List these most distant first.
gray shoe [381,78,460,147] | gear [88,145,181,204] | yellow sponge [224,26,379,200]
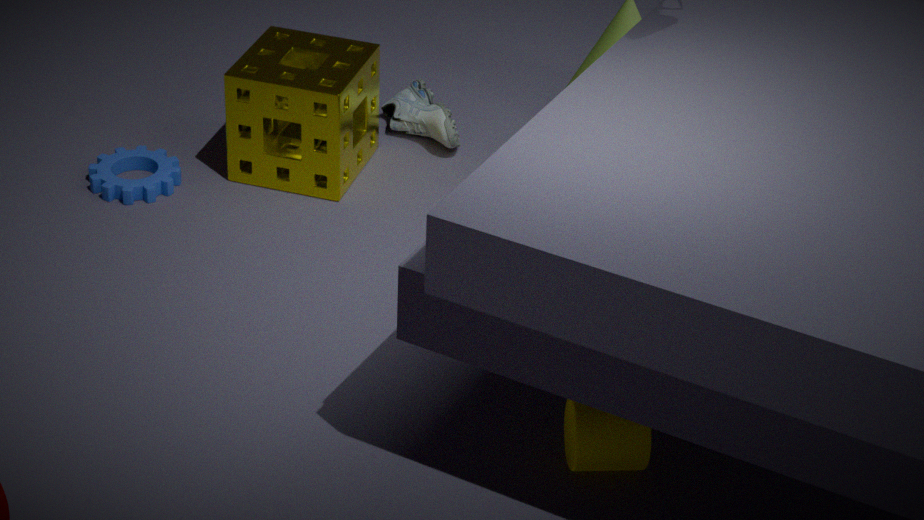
gray shoe [381,78,460,147]
gear [88,145,181,204]
yellow sponge [224,26,379,200]
